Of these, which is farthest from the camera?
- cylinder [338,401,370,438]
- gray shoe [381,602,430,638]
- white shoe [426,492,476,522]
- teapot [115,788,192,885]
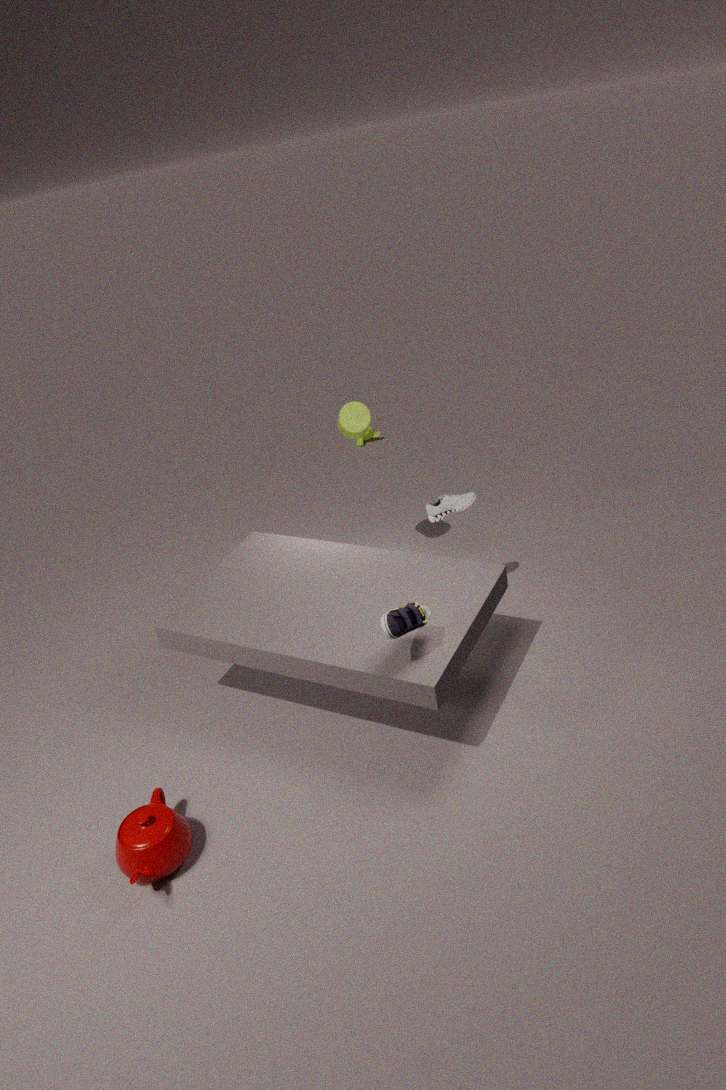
cylinder [338,401,370,438]
